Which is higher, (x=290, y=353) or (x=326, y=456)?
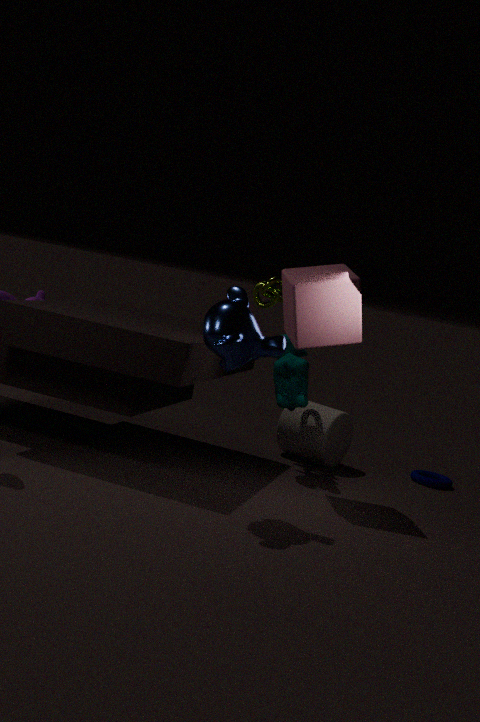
(x=290, y=353)
